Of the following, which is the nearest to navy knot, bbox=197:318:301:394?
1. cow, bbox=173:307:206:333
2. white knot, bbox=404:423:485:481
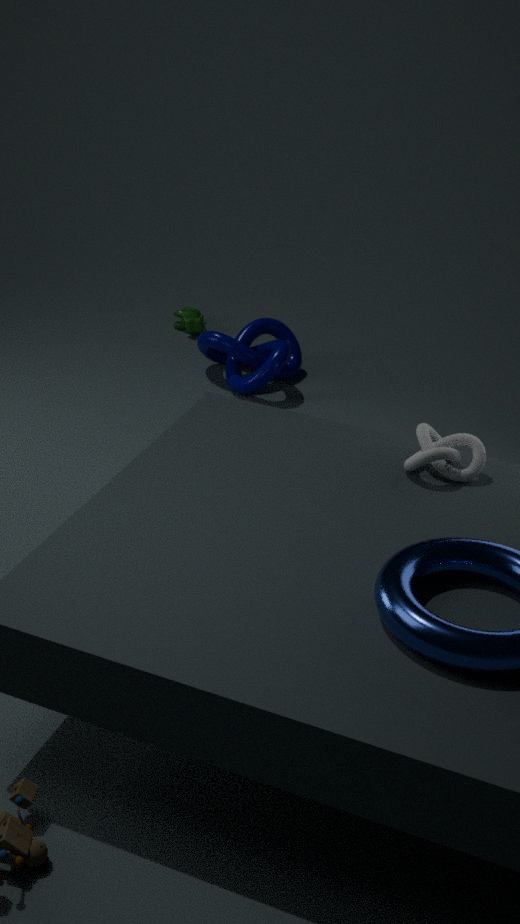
cow, bbox=173:307:206:333
